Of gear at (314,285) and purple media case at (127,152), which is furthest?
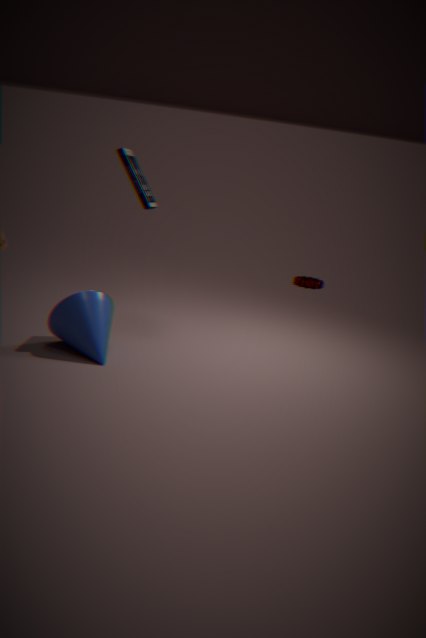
gear at (314,285)
